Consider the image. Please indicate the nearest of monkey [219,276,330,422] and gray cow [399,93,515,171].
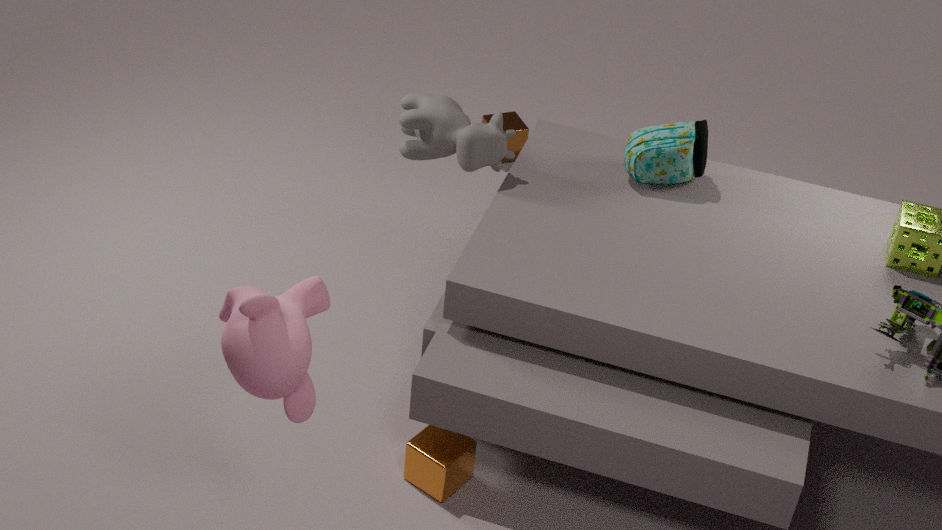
monkey [219,276,330,422]
